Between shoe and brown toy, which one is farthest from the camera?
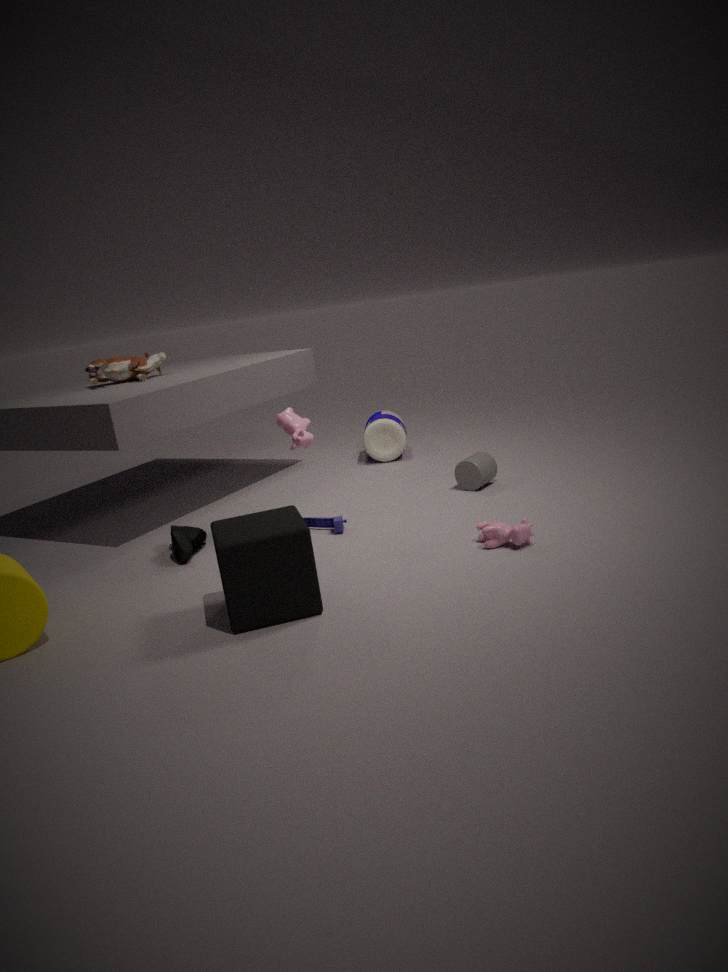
brown toy
